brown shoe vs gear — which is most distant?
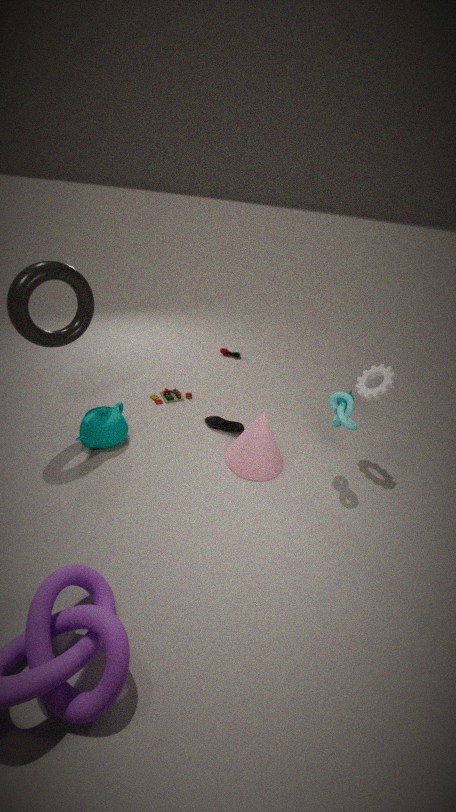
brown shoe
